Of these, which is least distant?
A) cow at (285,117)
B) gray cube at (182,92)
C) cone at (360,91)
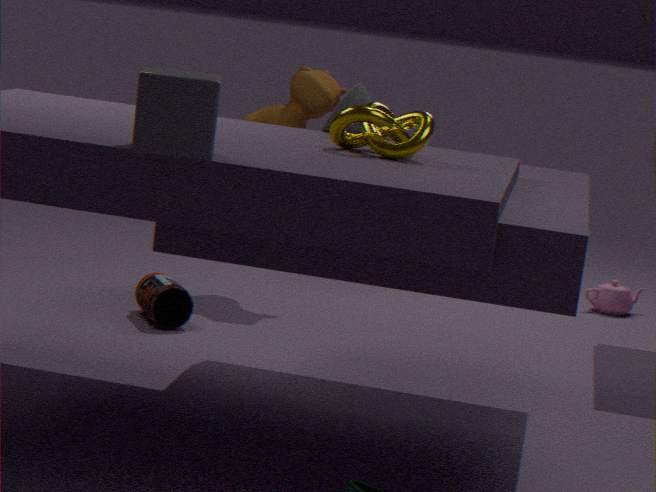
gray cube at (182,92)
